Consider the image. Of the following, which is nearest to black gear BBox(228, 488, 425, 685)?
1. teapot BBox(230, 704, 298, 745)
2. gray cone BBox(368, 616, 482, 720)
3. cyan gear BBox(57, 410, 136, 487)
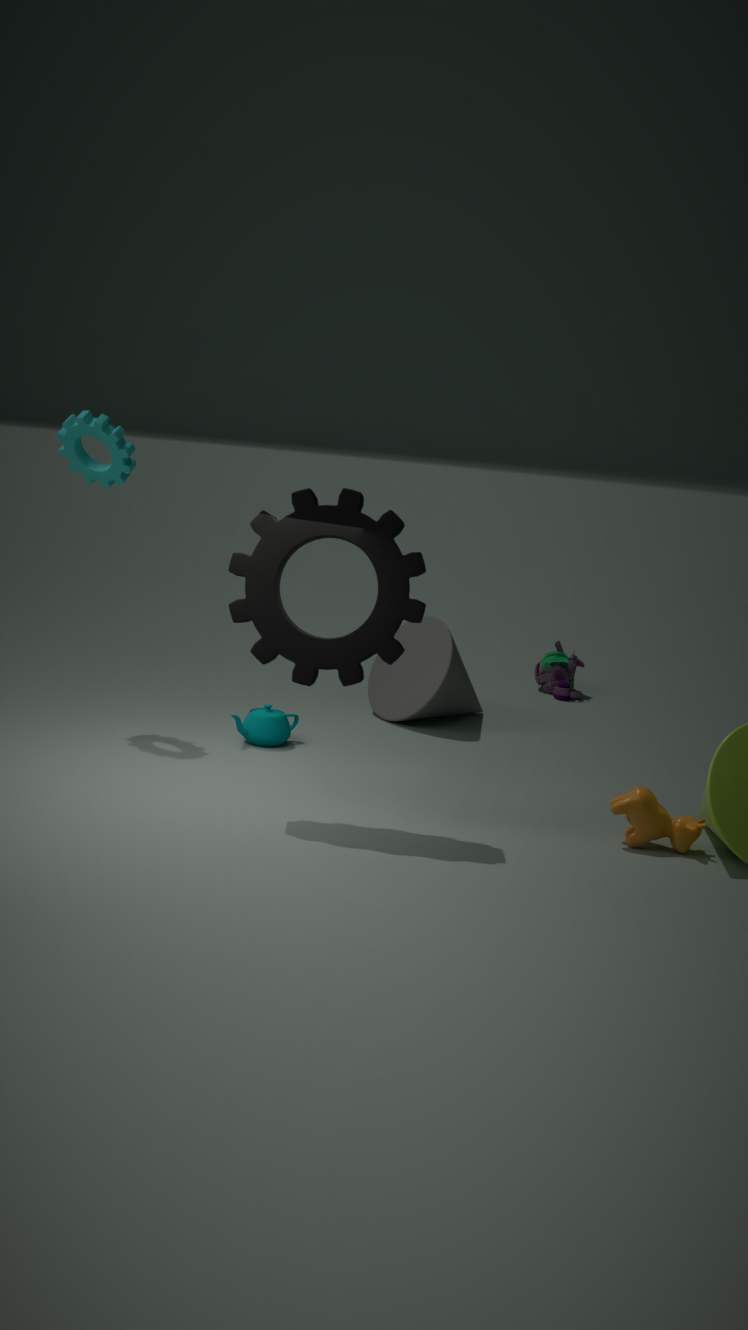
teapot BBox(230, 704, 298, 745)
